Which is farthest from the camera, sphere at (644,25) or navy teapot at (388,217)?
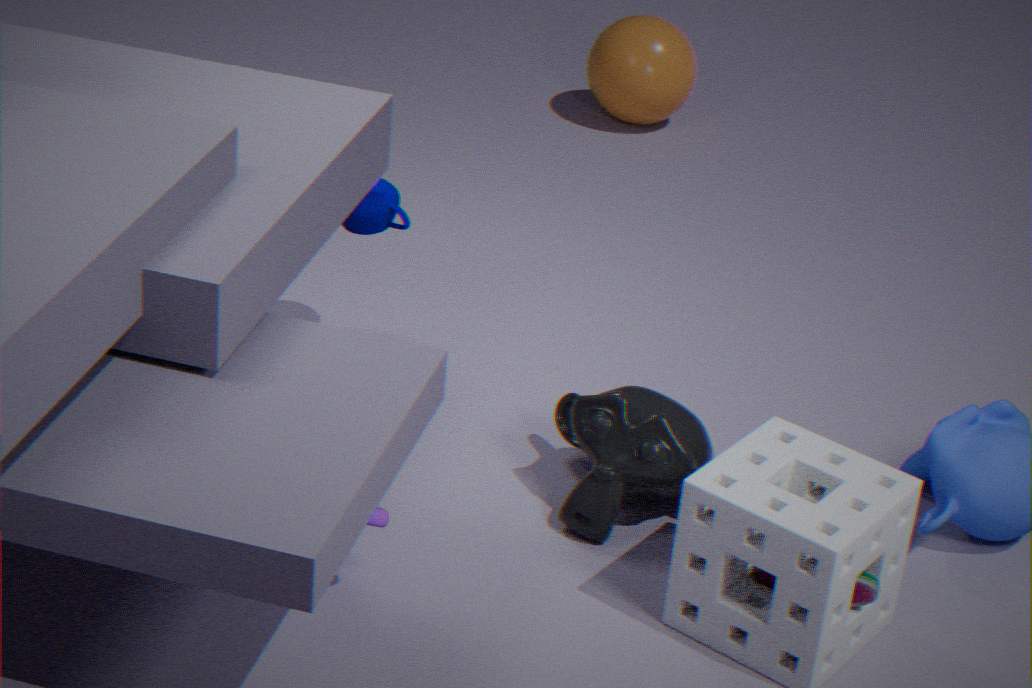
sphere at (644,25)
